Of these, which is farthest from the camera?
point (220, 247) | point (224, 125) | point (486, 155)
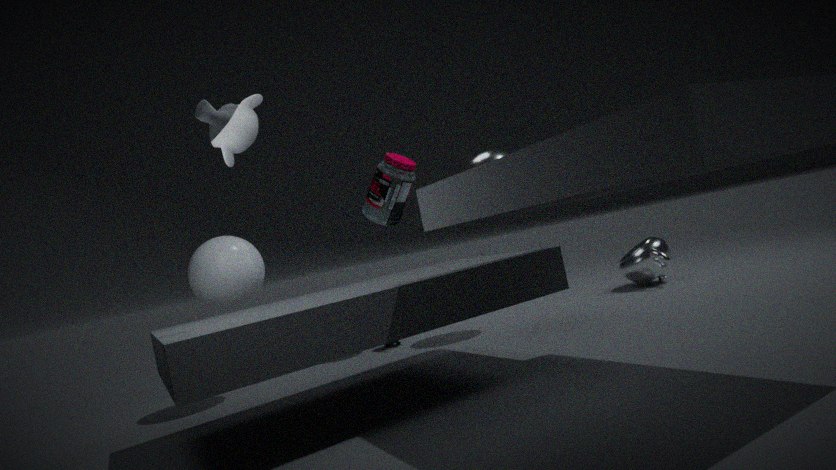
point (486, 155)
